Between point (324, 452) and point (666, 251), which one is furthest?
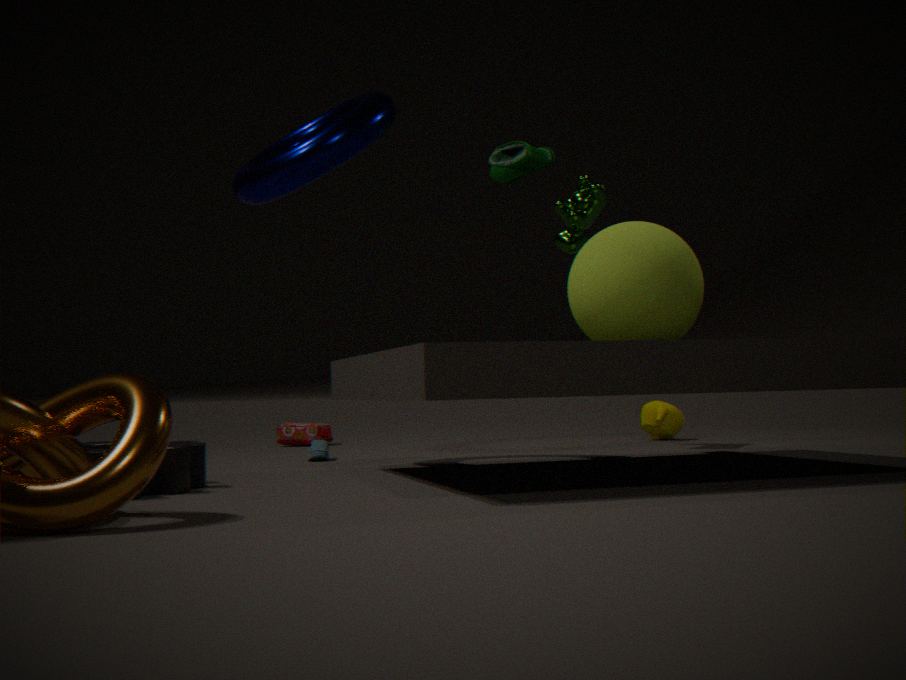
point (324, 452)
